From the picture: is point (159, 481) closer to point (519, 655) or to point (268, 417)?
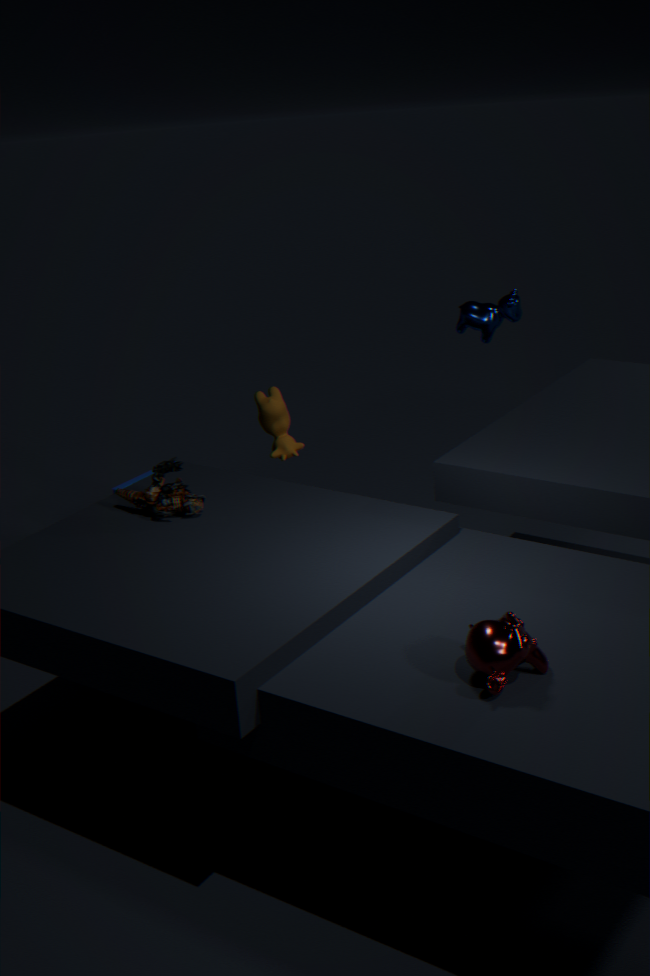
point (268, 417)
